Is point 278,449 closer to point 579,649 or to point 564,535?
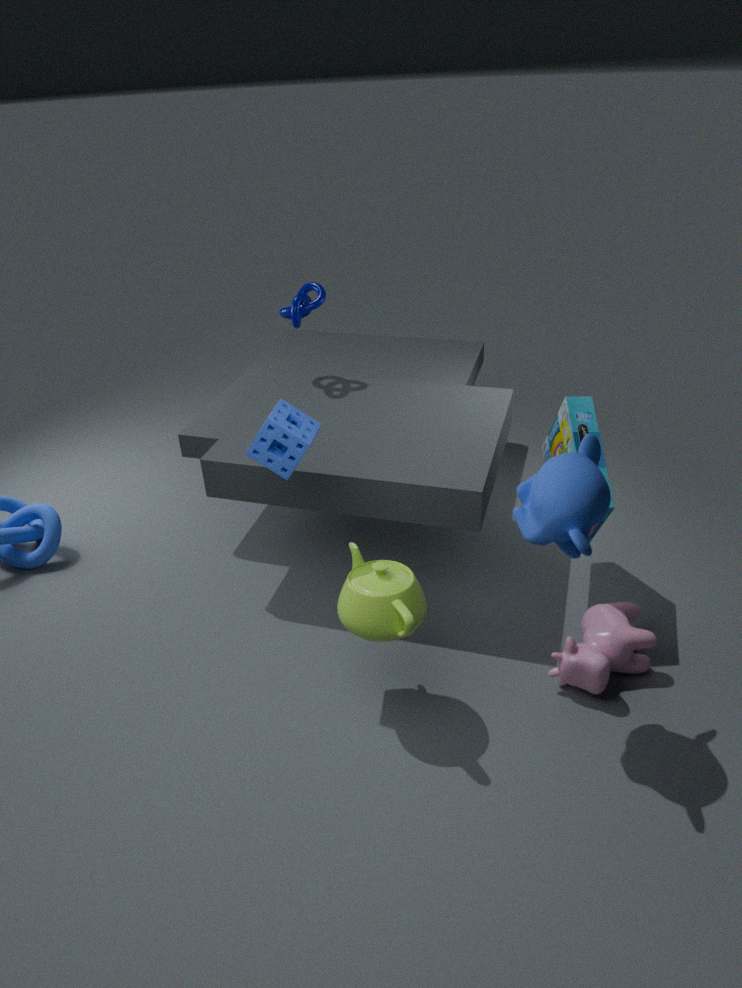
point 564,535
